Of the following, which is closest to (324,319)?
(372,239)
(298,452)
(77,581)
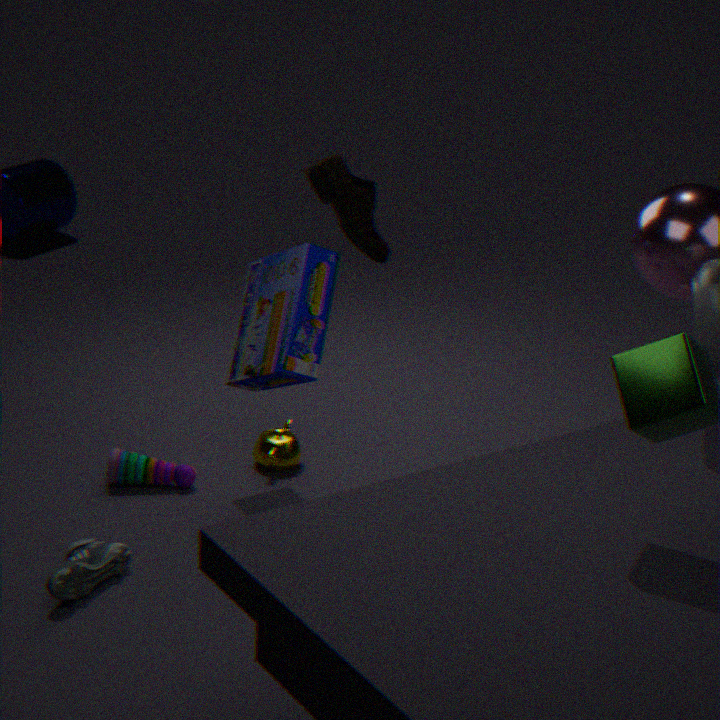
(372,239)
